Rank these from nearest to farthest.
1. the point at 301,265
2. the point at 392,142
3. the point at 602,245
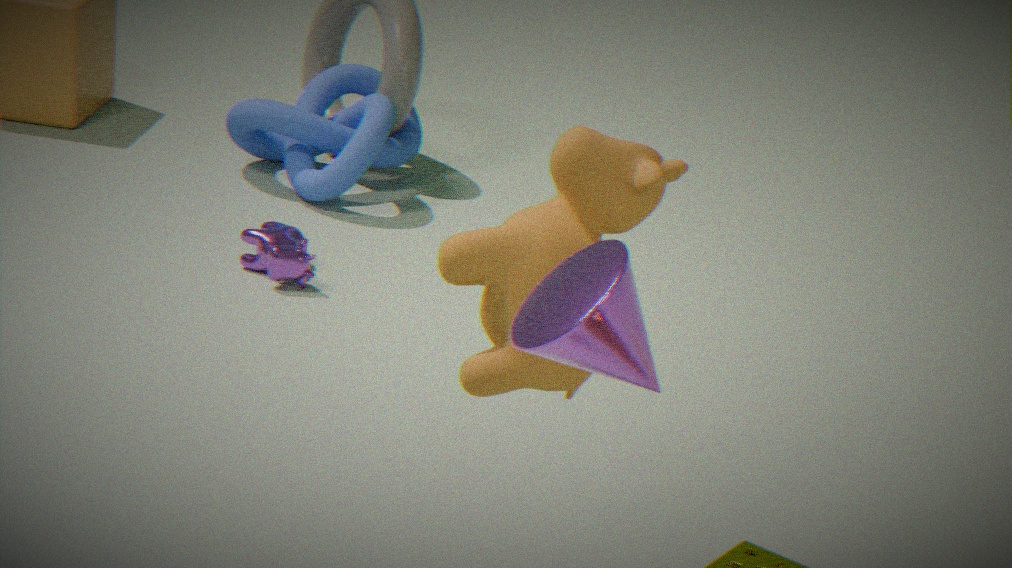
the point at 602,245 → the point at 301,265 → the point at 392,142
